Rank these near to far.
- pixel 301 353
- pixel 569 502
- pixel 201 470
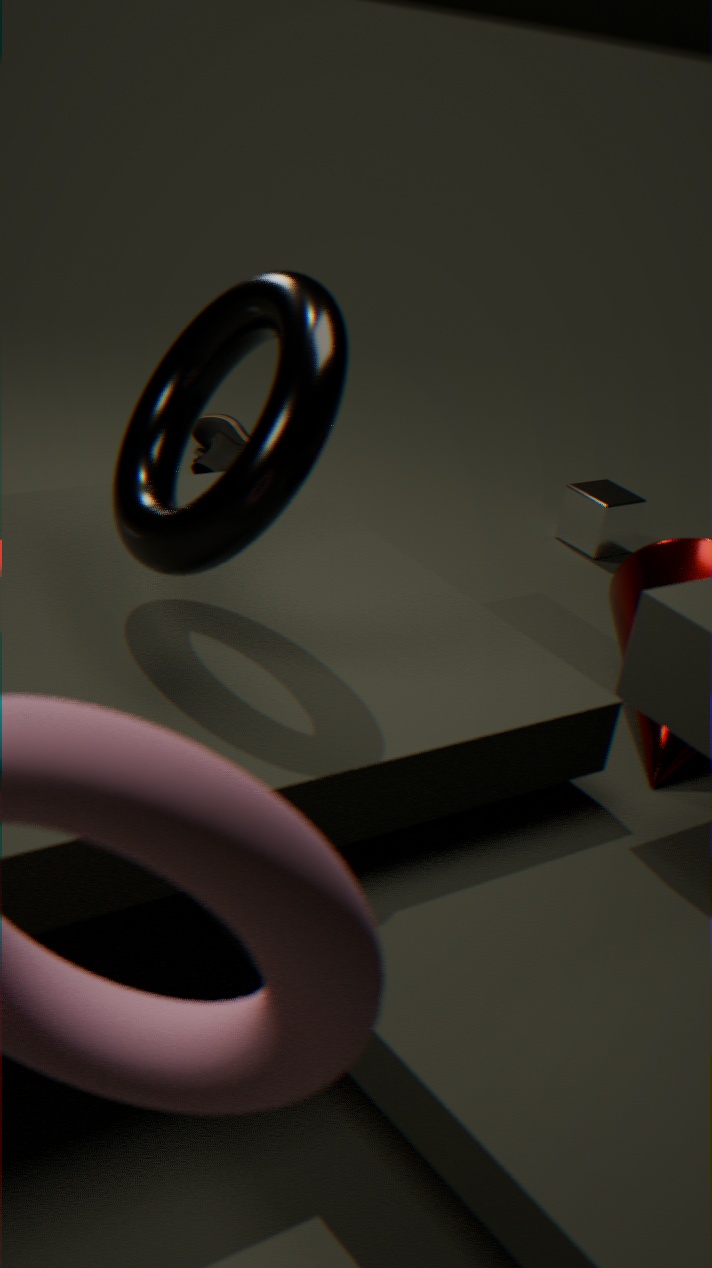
pixel 301 353, pixel 569 502, pixel 201 470
